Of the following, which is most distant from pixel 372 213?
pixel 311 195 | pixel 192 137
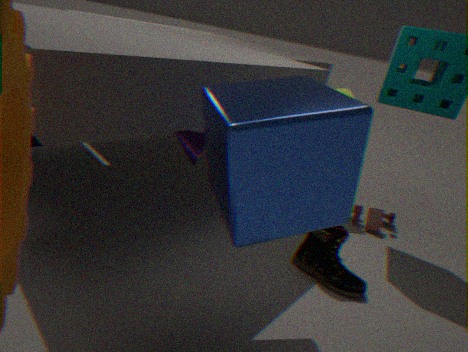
pixel 311 195
